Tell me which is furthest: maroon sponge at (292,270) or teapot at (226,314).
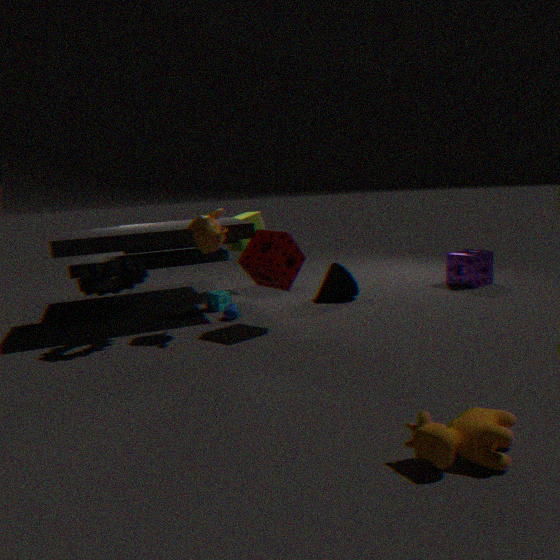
teapot at (226,314)
